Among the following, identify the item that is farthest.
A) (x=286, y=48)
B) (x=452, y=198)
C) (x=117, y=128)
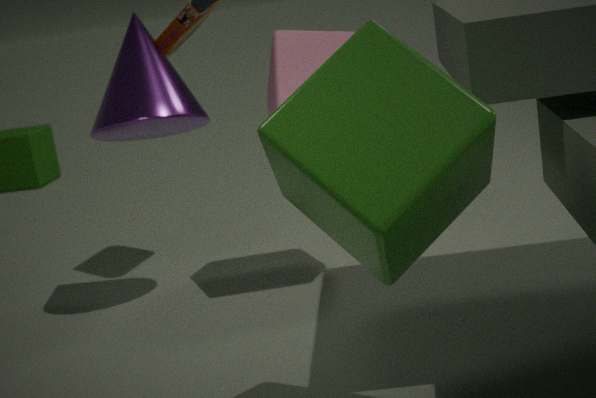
(x=286, y=48)
